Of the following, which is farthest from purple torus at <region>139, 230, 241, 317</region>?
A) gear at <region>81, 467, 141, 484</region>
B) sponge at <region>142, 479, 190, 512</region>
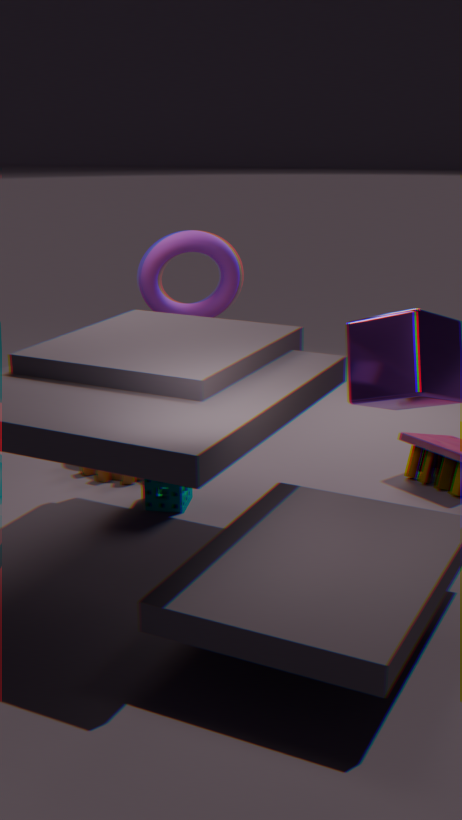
sponge at <region>142, 479, 190, 512</region>
